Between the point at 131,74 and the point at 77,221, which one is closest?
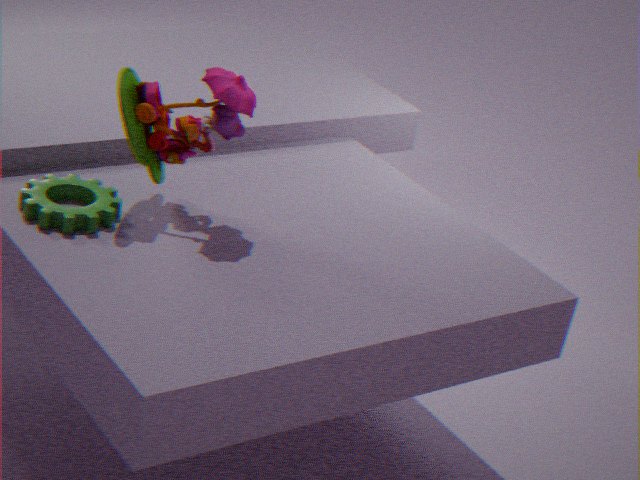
the point at 77,221
